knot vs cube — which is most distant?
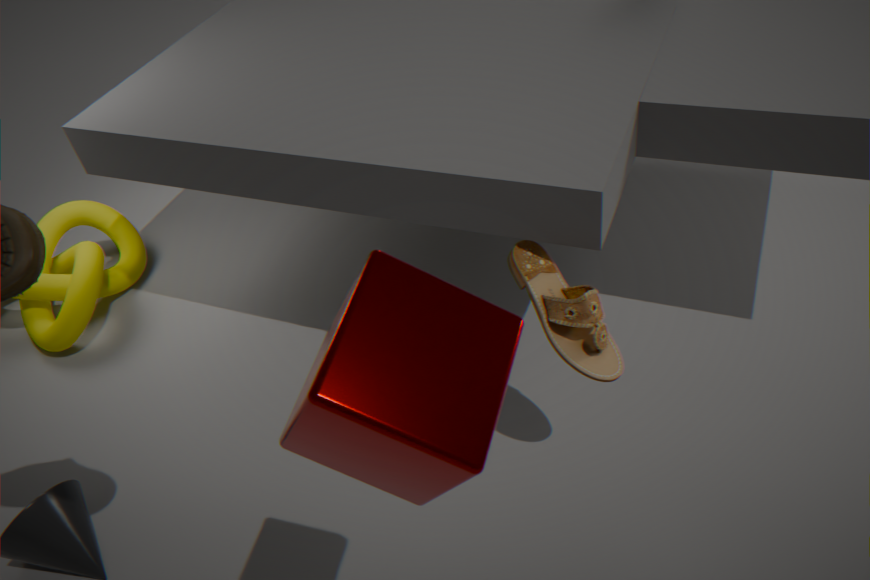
knot
